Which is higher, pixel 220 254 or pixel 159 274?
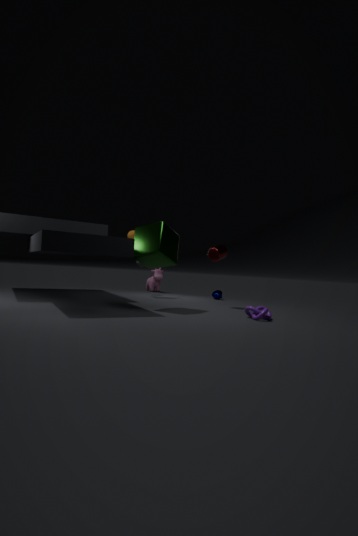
pixel 220 254
